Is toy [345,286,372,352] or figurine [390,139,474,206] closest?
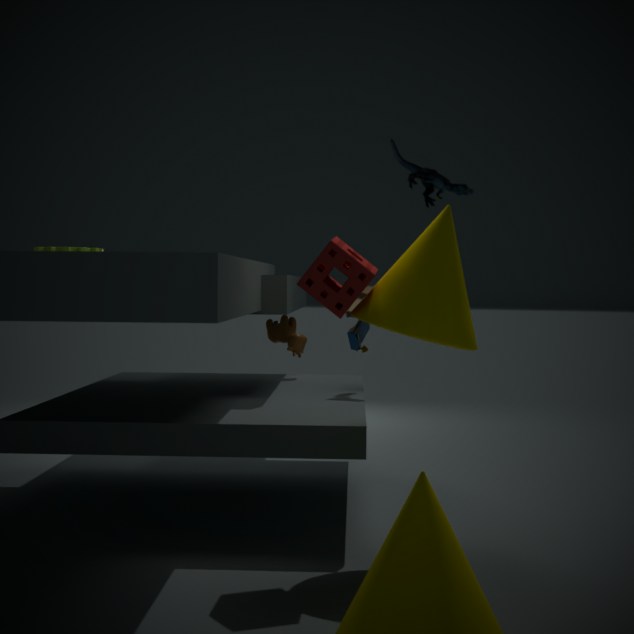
figurine [390,139,474,206]
